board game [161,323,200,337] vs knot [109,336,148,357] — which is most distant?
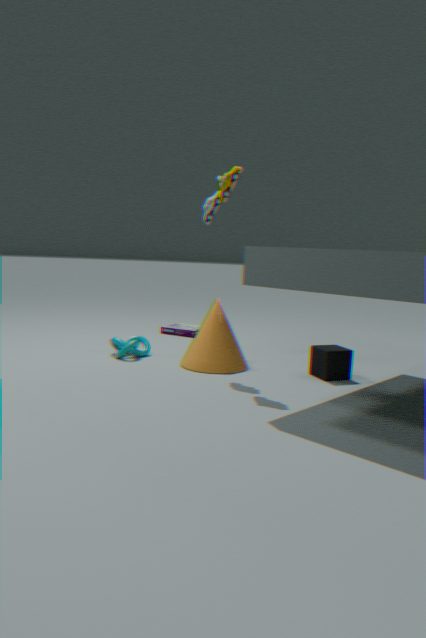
board game [161,323,200,337]
